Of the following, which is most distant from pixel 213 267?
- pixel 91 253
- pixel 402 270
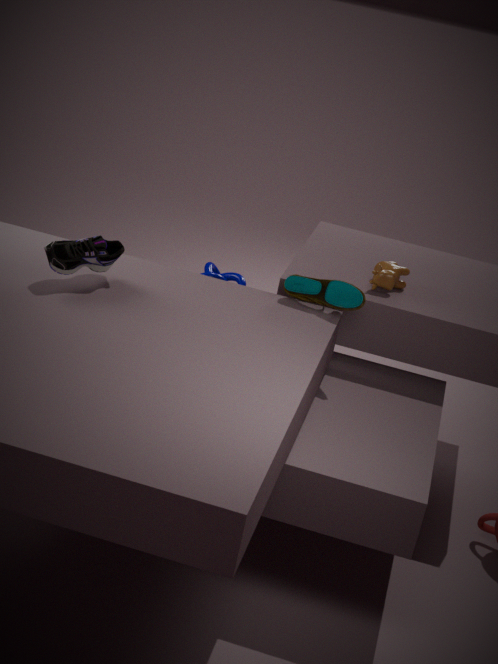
pixel 91 253
